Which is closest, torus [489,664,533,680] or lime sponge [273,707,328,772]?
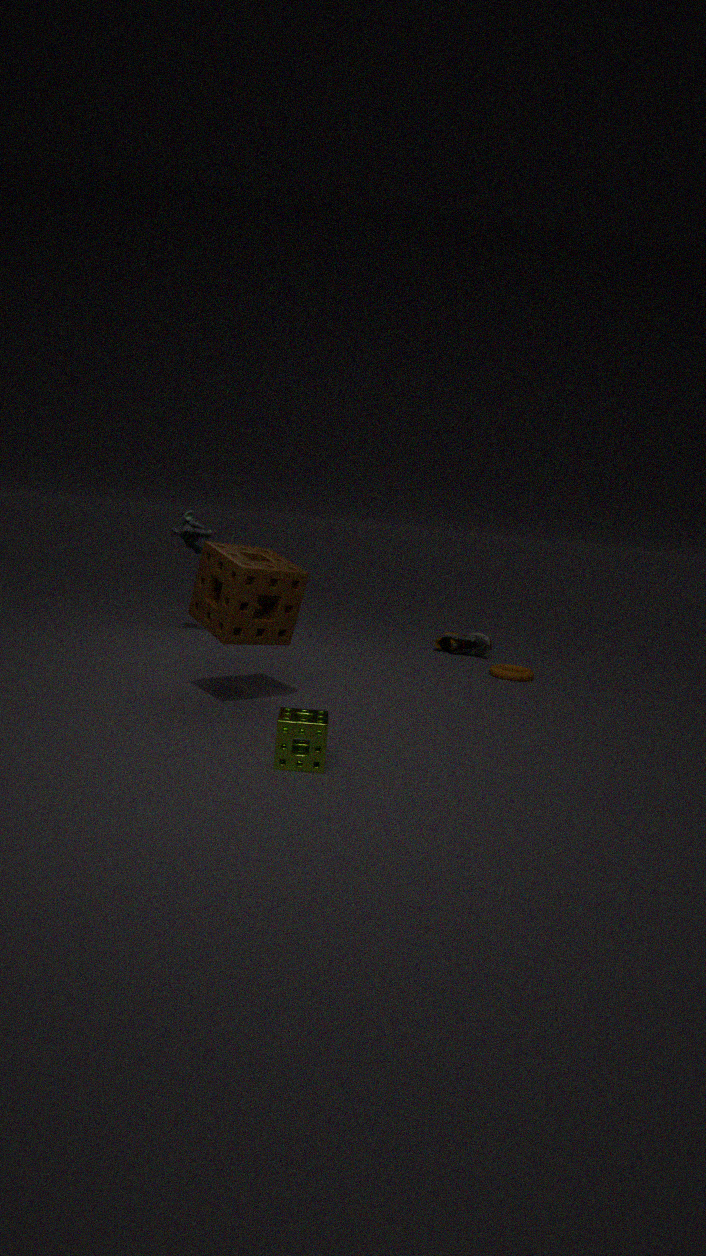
lime sponge [273,707,328,772]
